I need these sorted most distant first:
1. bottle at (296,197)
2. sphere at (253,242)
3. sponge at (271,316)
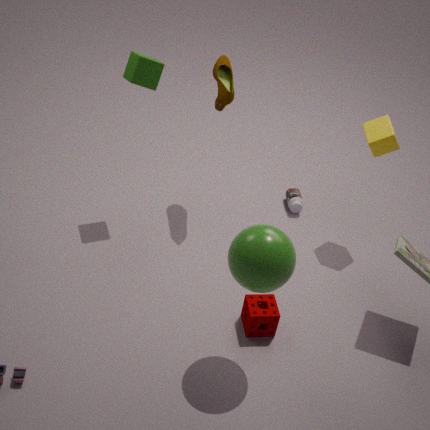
bottle at (296,197) < sponge at (271,316) < sphere at (253,242)
